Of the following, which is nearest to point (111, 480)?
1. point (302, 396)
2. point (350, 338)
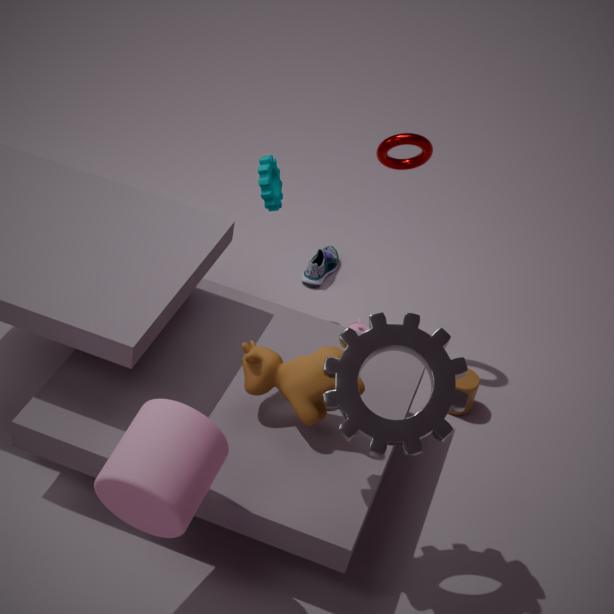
point (302, 396)
